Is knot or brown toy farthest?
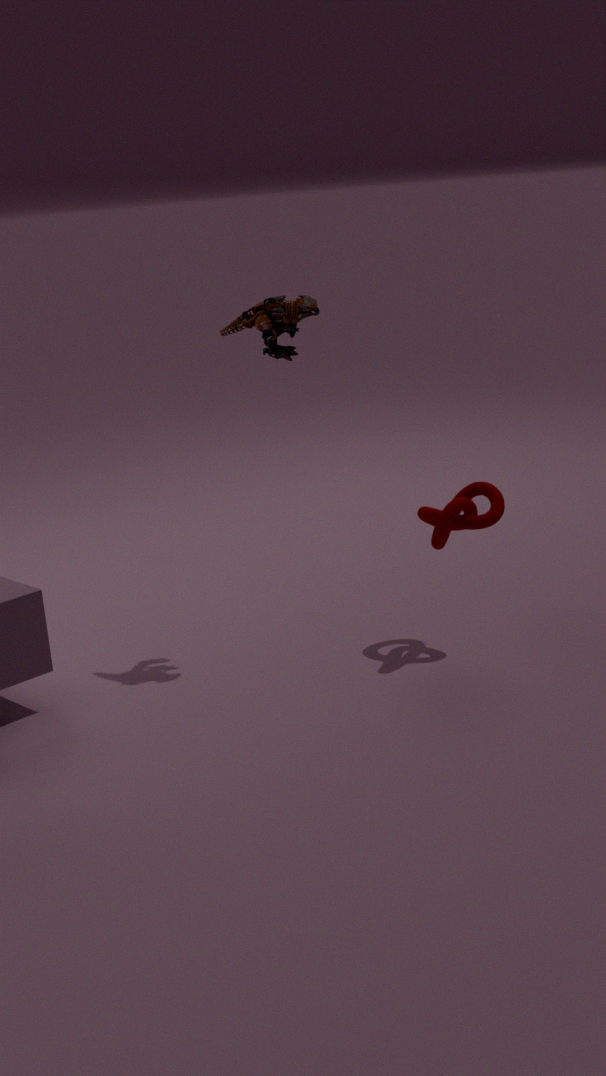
brown toy
